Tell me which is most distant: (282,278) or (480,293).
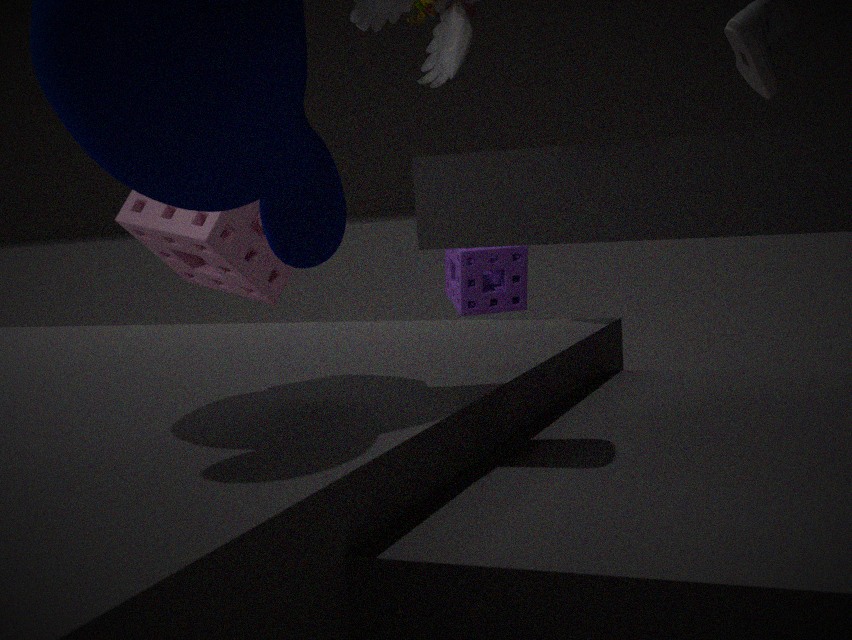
(282,278)
